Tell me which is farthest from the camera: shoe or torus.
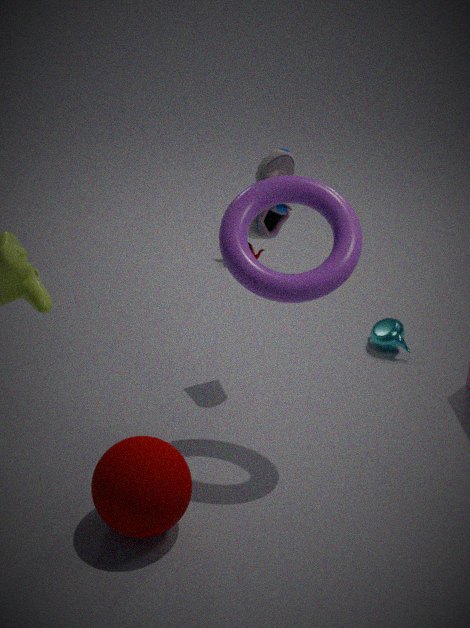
shoe
